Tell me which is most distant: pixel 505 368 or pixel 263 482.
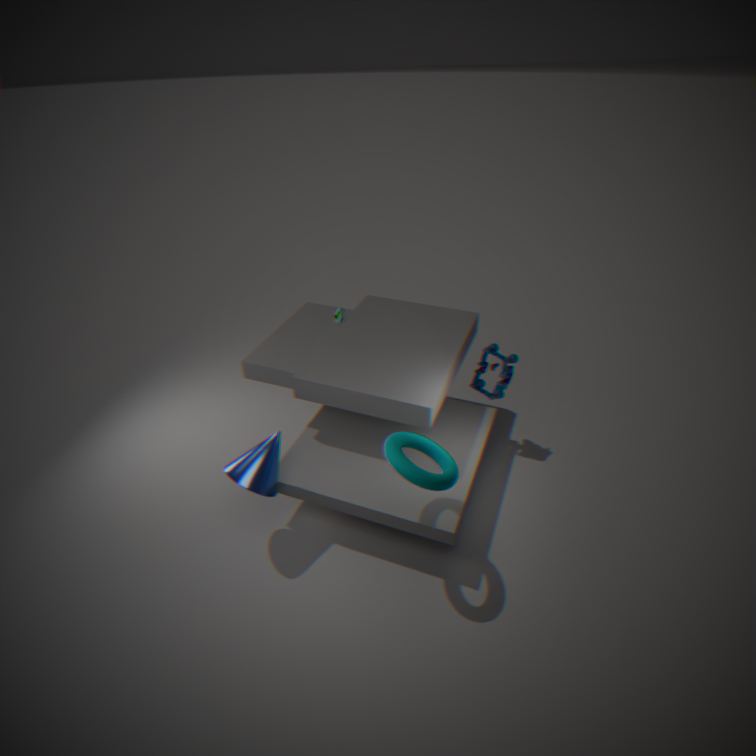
pixel 505 368
